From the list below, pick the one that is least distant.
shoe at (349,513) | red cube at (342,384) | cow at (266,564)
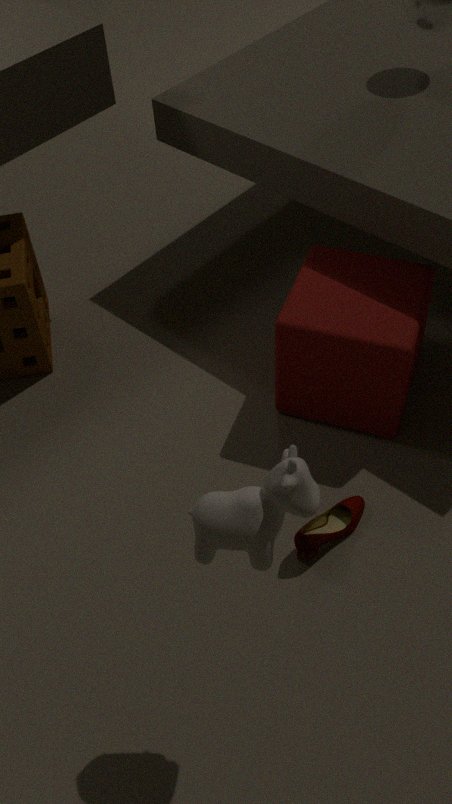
cow at (266,564)
